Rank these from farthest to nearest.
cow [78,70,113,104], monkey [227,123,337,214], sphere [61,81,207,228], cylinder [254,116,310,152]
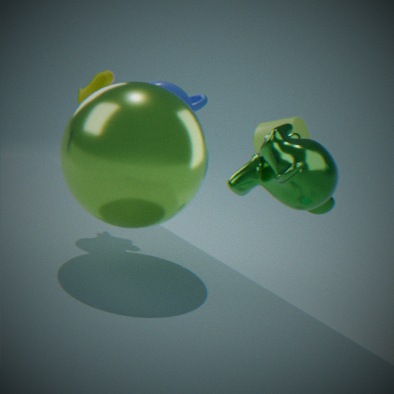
cylinder [254,116,310,152], monkey [227,123,337,214], cow [78,70,113,104], sphere [61,81,207,228]
